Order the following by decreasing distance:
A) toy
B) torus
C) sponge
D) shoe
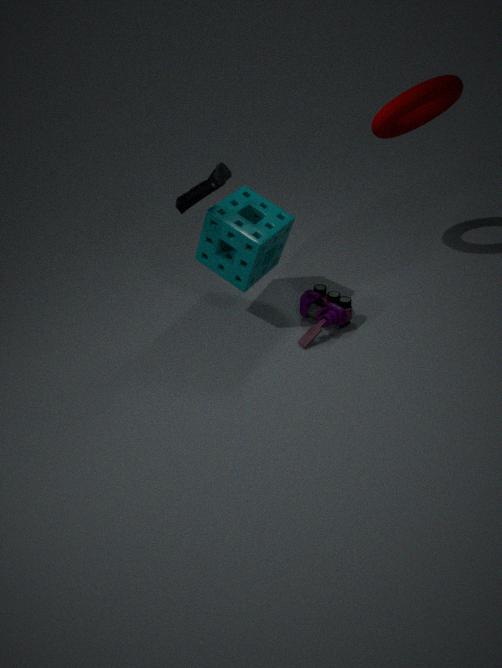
toy < sponge < torus < shoe
